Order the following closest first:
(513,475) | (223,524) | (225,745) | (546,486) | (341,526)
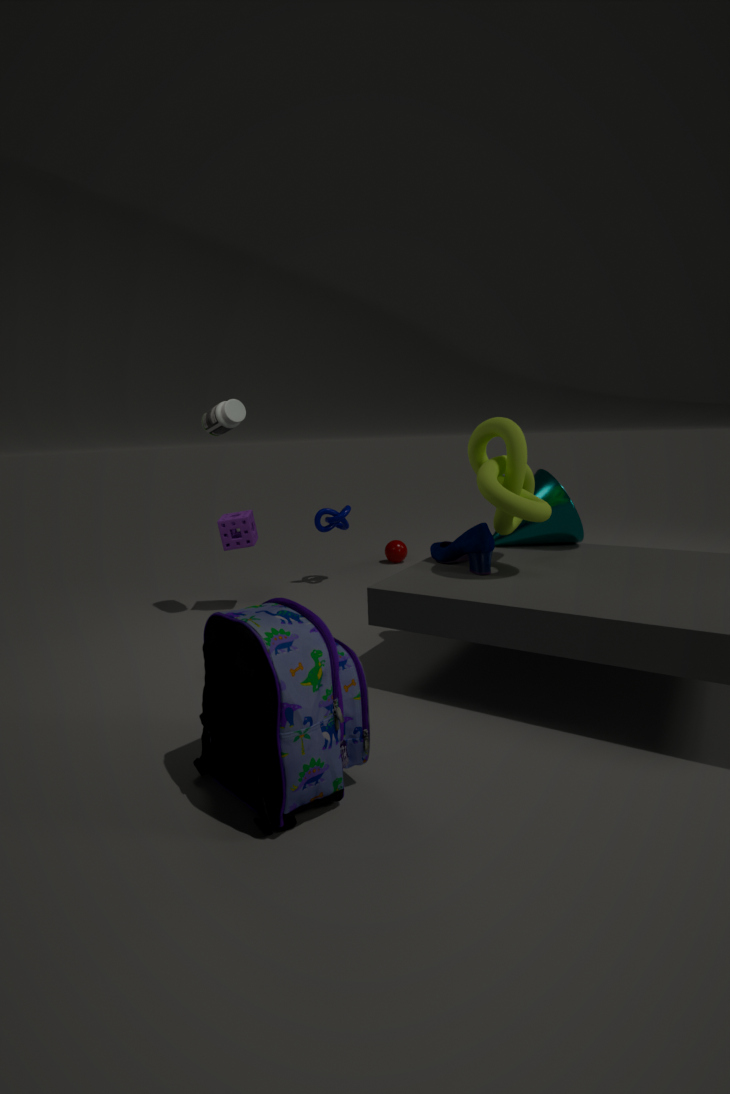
(225,745)
(513,475)
(546,486)
(223,524)
(341,526)
